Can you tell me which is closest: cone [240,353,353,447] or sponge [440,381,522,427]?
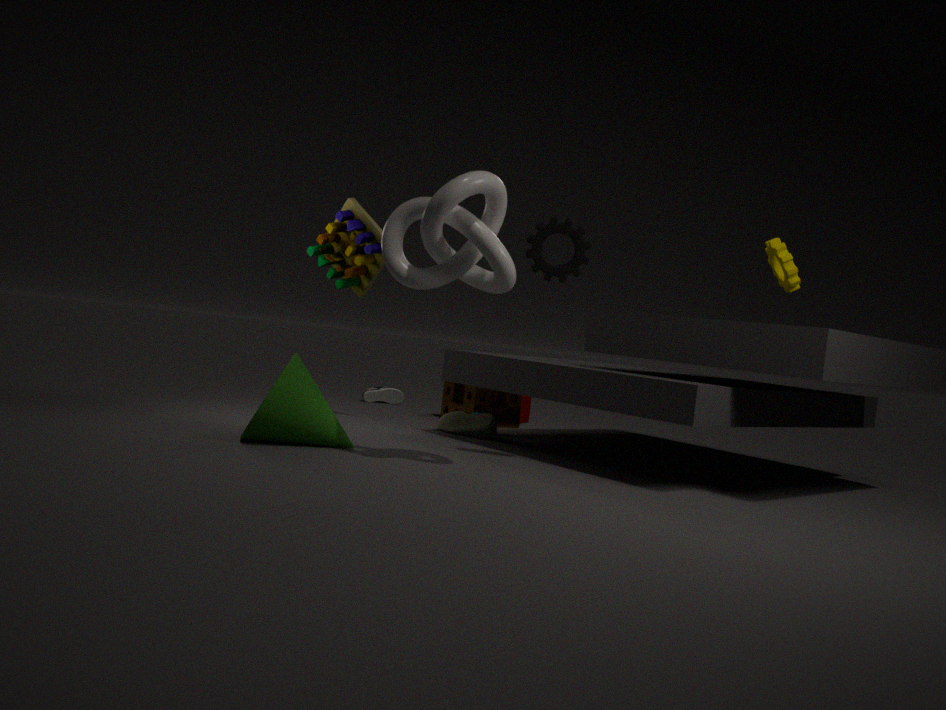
cone [240,353,353,447]
